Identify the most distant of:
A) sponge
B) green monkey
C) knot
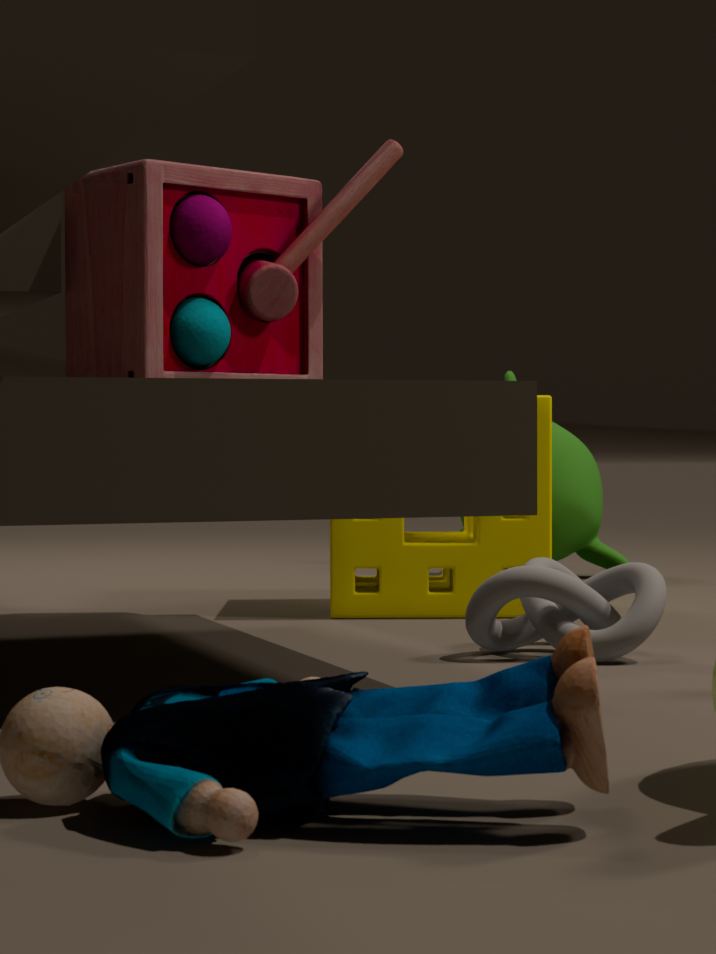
green monkey
